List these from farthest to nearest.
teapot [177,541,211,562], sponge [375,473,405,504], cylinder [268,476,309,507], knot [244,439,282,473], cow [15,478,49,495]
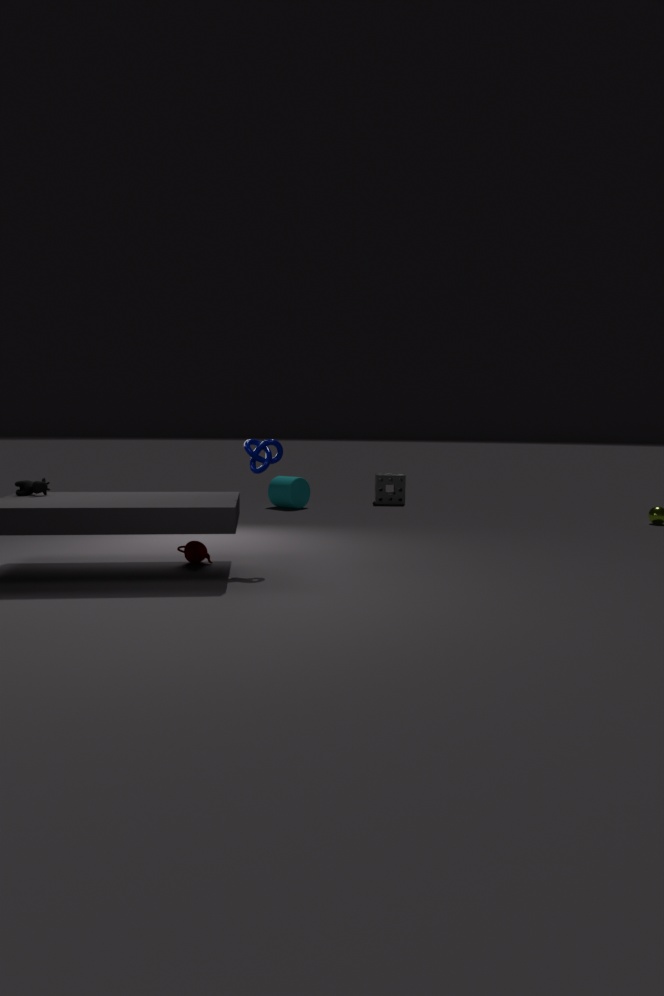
sponge [375,473,405,504] < cylinder [268,476,309,507] < teapot [177,541,211,562] < knot [244,439,282,473] < cow [15,478,49,495]
